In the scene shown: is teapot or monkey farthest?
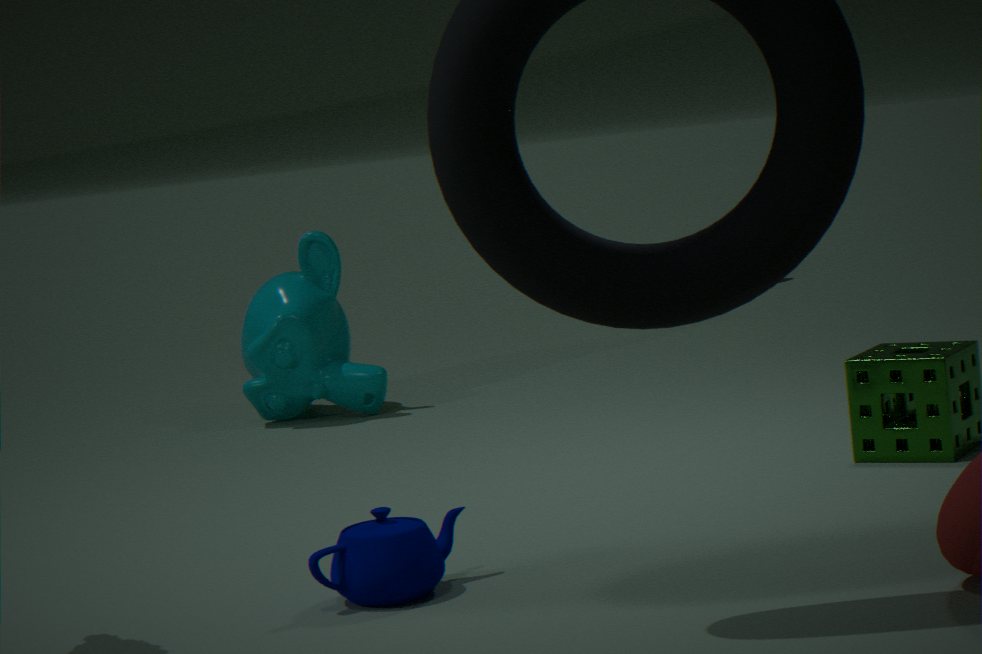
monkey
